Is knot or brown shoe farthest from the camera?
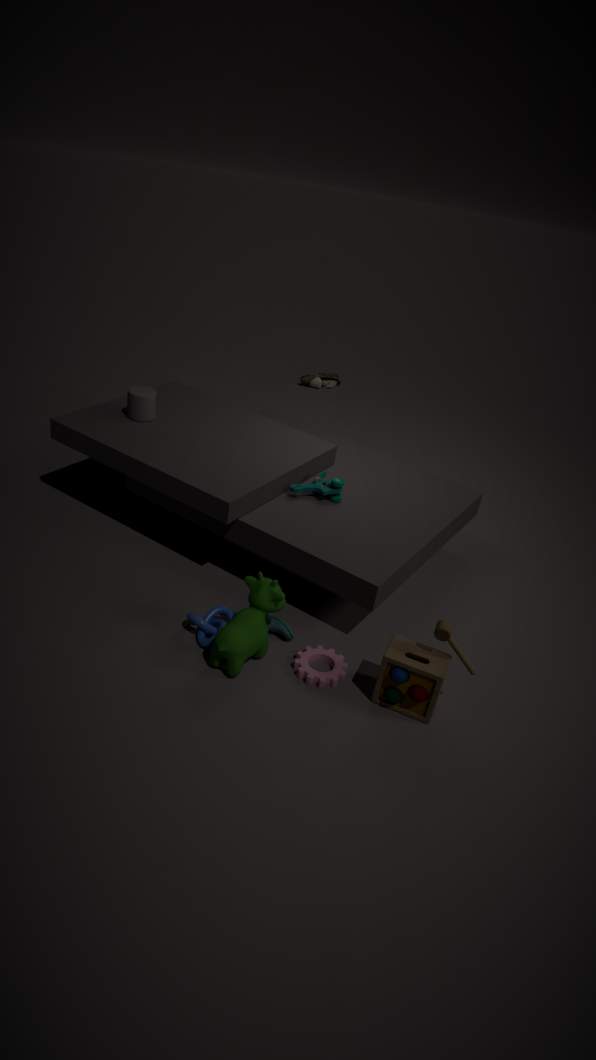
brown shoe
